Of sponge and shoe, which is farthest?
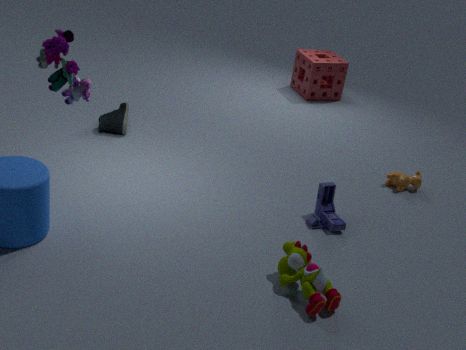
sponge
